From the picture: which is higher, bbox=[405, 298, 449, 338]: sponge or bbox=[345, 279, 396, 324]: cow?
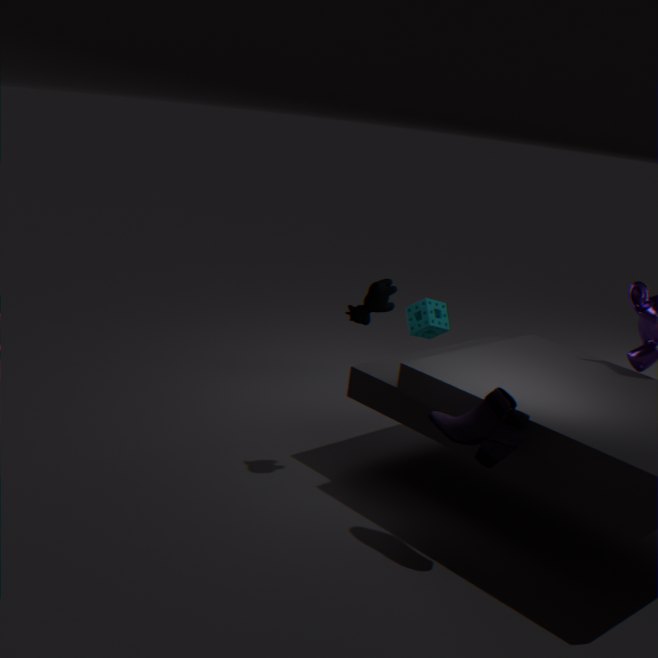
bbox=[345, 279, 396, 324]: cow
